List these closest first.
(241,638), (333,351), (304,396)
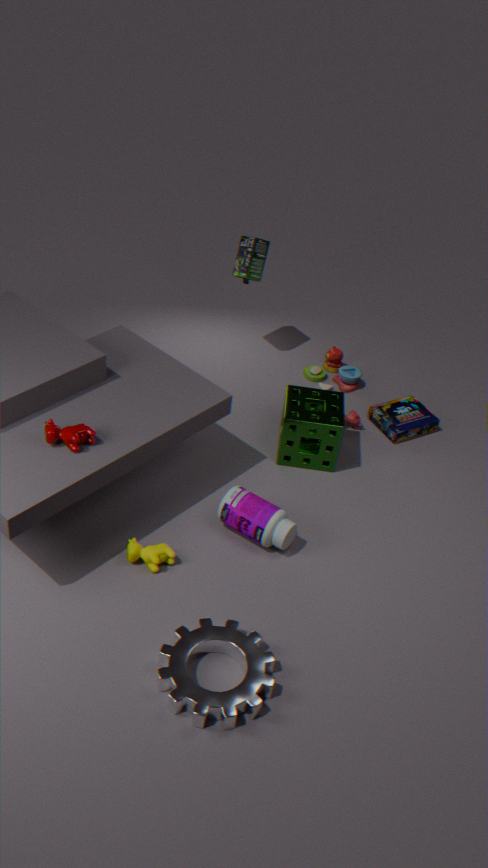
(241,638), (304,396), (333,351)
